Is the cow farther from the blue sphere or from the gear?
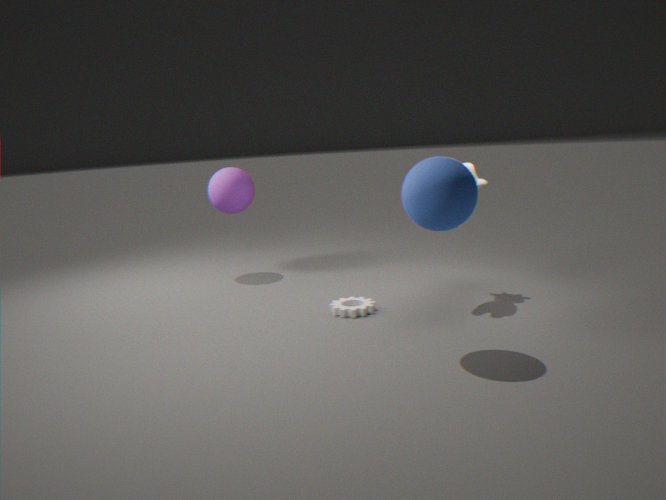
the gear
